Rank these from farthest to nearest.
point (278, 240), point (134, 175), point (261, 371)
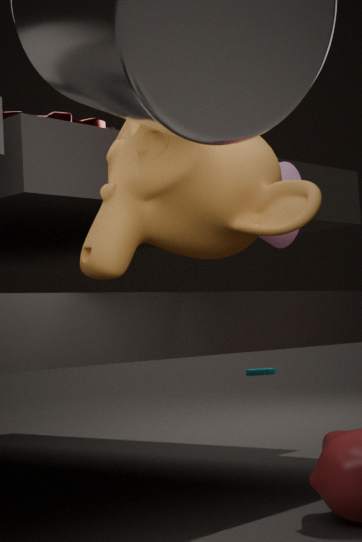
point (261, 371)
point (278, 240)
point (134, 175)
